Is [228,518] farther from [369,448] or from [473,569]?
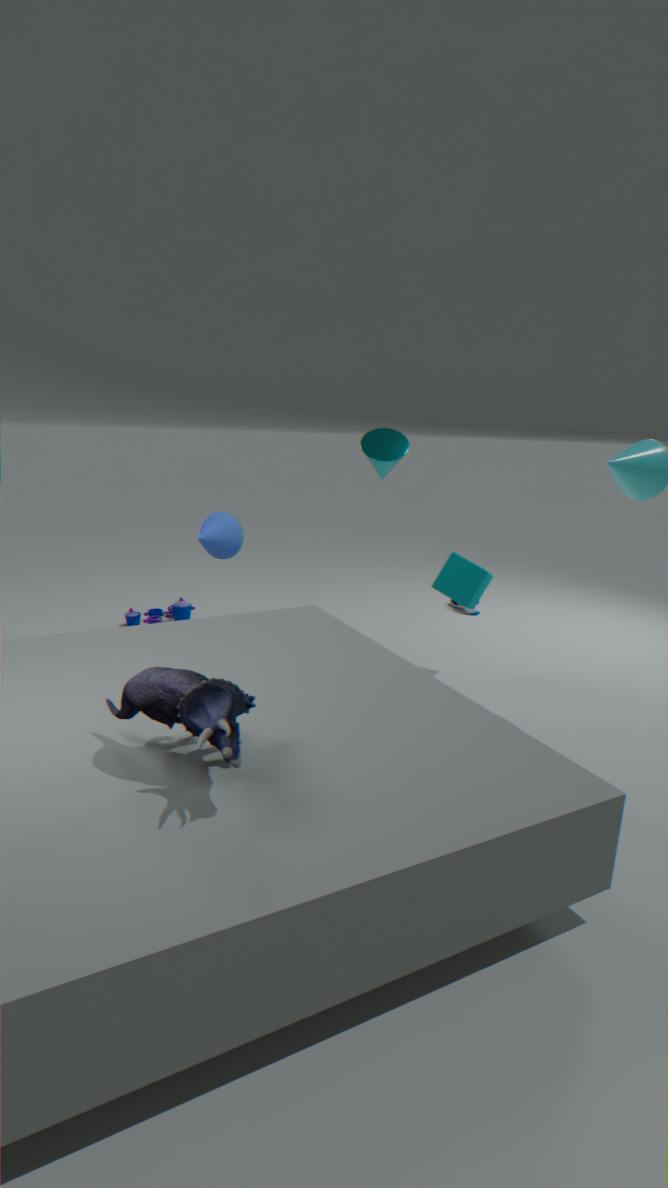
[473,569]
